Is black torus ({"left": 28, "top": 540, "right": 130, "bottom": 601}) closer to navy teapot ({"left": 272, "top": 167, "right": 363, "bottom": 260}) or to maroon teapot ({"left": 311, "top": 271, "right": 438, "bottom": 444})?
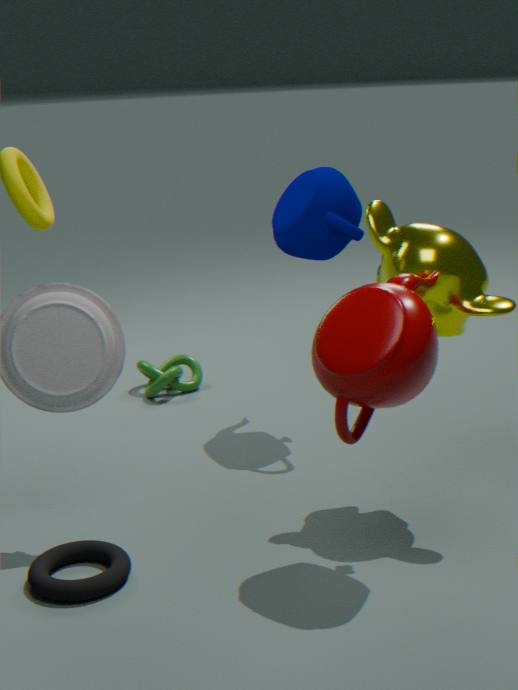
maroon teapot ({"left": 311, "top": 271, "right": 438, "bottom": 444})
